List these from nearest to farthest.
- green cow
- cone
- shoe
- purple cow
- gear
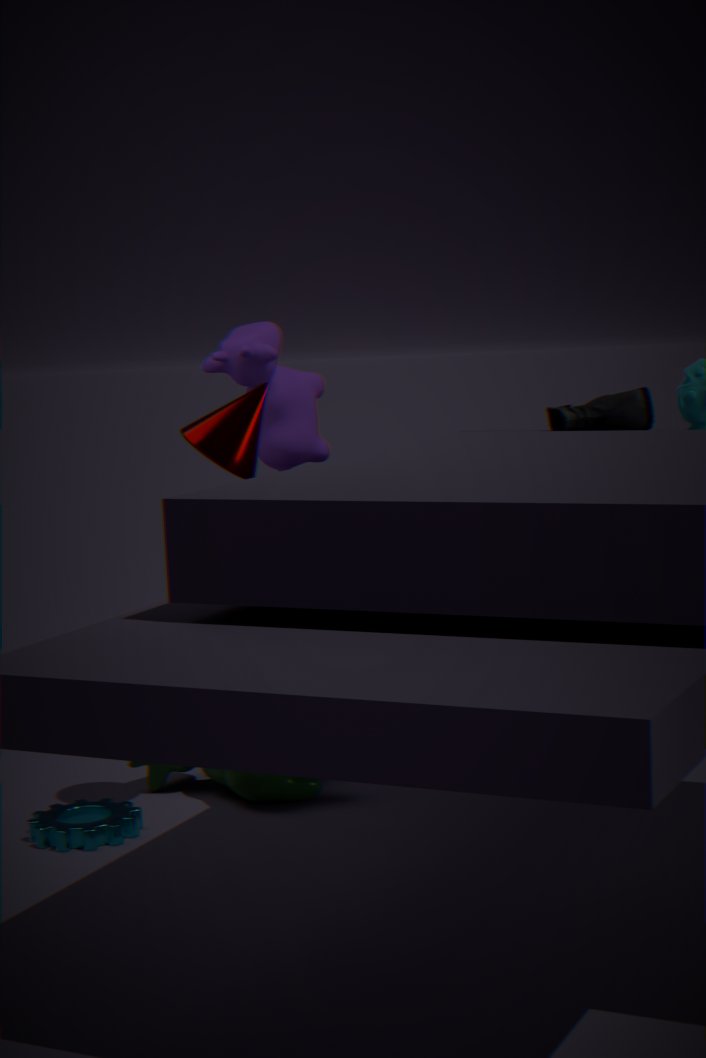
gear
cone
green cow
purple cow
shoe
